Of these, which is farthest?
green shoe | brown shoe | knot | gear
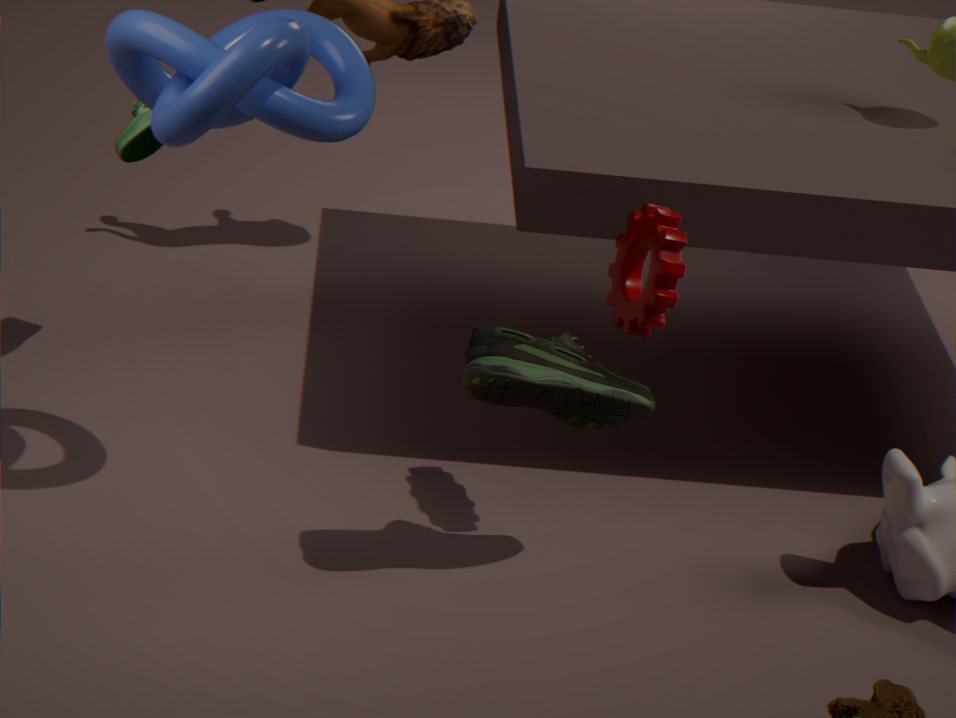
green shoe
